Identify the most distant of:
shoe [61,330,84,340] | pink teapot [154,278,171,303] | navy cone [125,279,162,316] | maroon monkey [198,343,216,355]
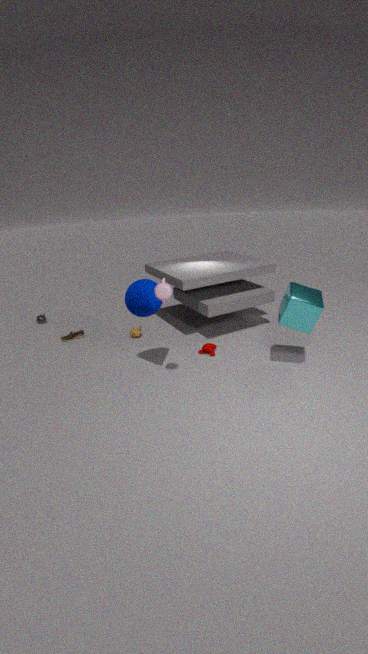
shoe [61,330,84,340]
